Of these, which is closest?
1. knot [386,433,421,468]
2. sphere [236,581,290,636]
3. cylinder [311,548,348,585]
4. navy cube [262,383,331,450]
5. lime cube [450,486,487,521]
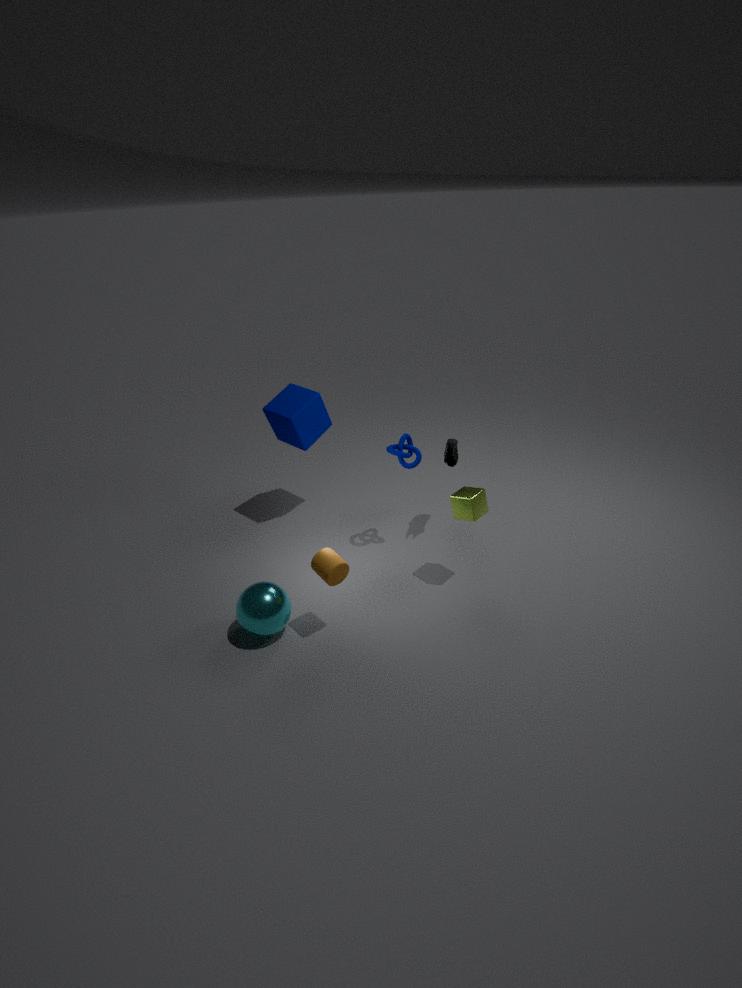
cylinder [311,548,348,585]
